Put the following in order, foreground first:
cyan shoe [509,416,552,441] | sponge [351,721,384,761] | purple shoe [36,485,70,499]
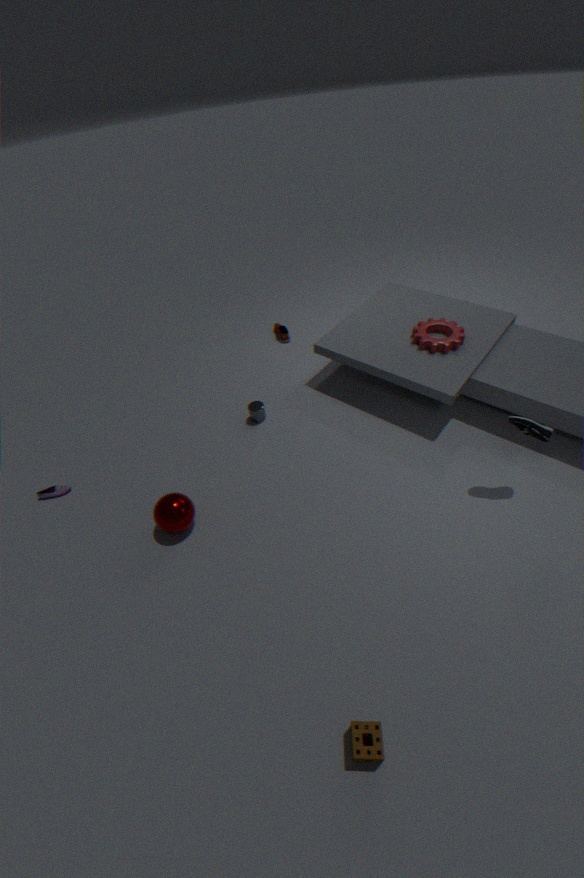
sponge [351,721,384,761]
cyan shoe [509,416,552,441]
purple shoe [36,485,70,499]
